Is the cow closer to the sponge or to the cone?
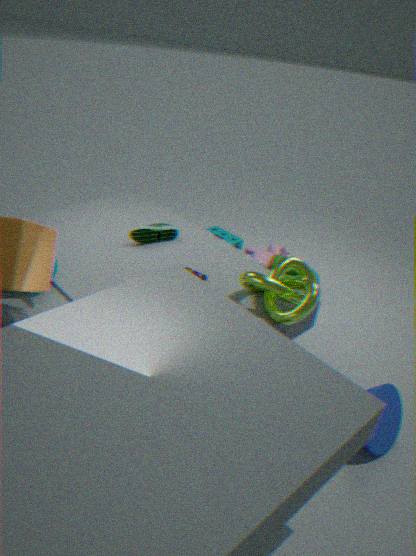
the sponge
